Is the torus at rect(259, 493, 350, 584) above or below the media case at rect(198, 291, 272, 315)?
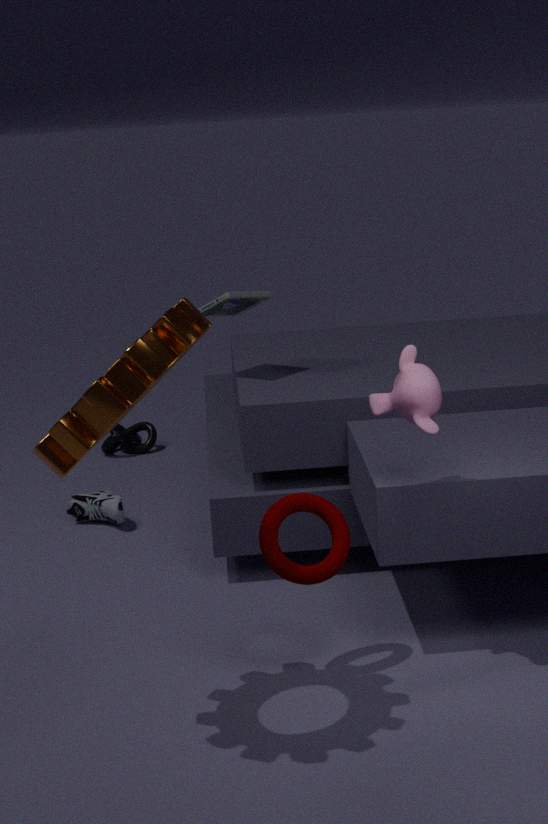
below
